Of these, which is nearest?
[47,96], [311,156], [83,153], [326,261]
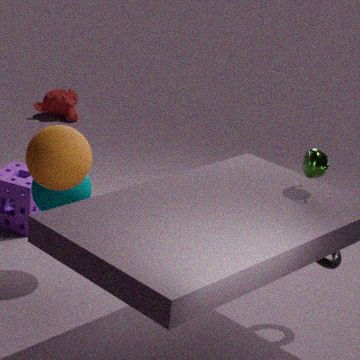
[83,153]
